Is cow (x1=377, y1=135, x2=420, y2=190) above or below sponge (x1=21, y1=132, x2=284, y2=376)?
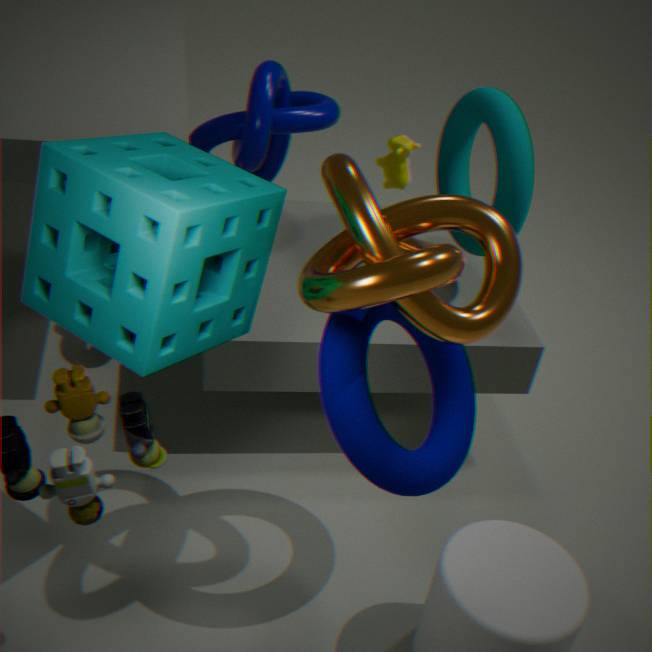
below
